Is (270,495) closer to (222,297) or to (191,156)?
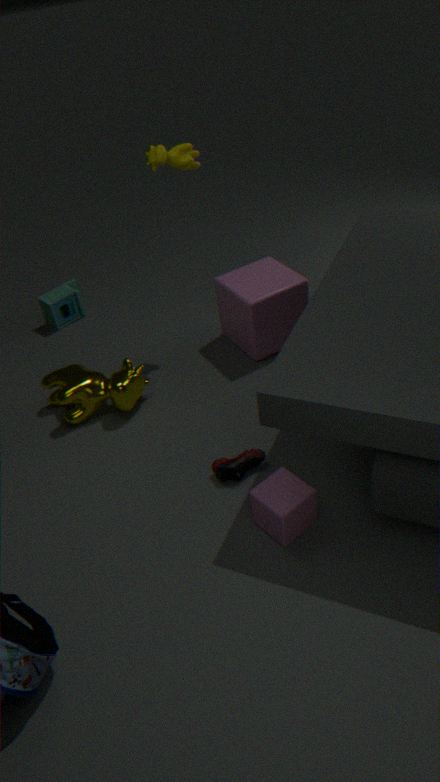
(222,297)
